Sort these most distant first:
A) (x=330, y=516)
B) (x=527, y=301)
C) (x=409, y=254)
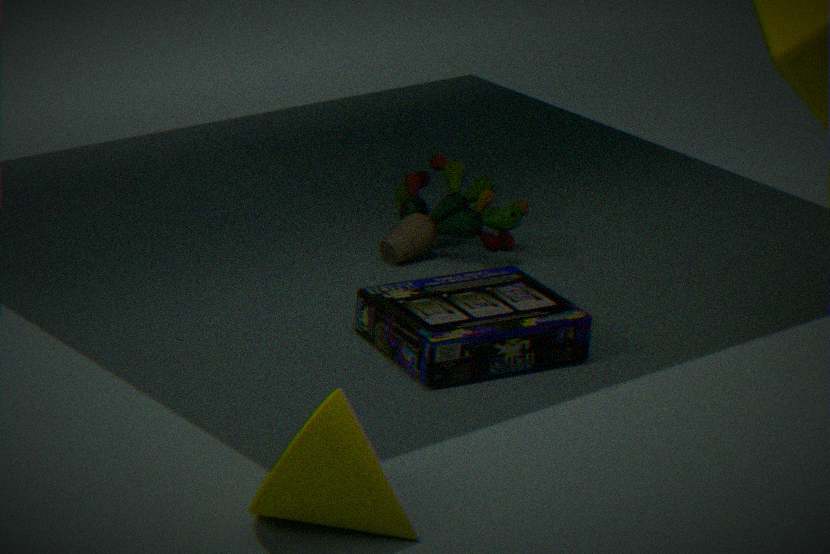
(x=409, y=254), (x=527, y=301), (x=330, y=516)
